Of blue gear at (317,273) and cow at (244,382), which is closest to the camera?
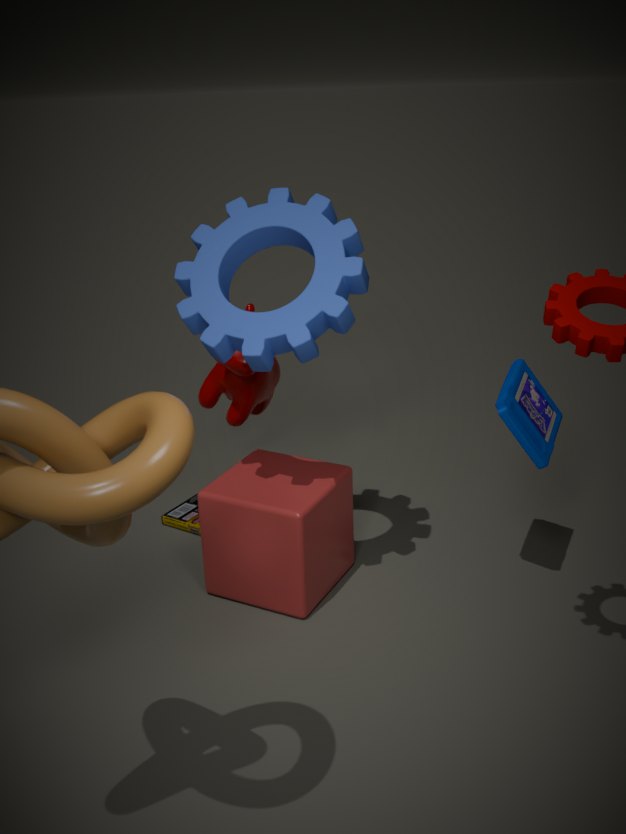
blue gear at (317,273)
